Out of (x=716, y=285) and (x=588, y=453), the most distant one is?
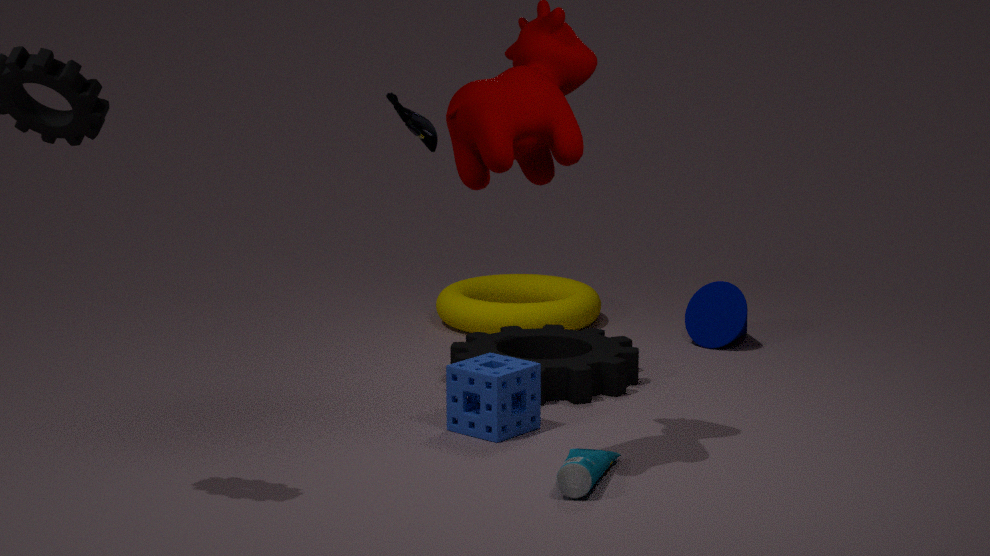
(x=716, y=285)
